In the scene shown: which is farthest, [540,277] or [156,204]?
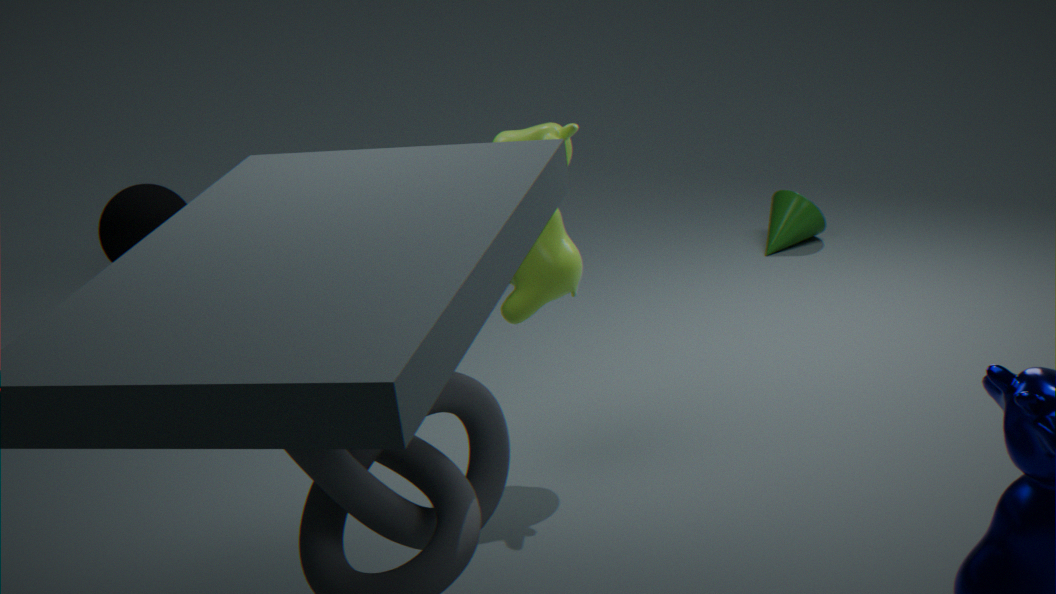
[156,204]
